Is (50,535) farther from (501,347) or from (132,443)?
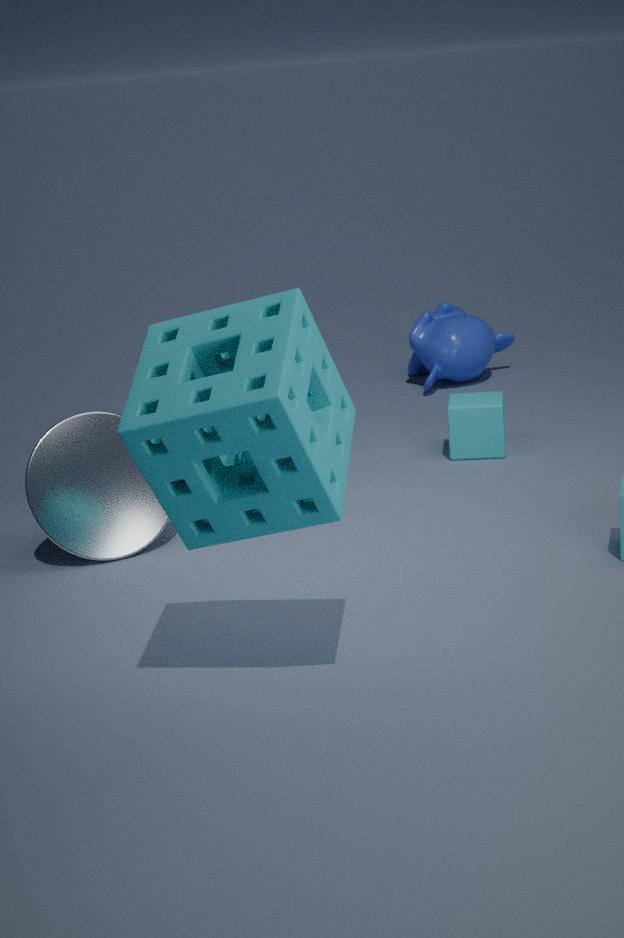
(501,347)
